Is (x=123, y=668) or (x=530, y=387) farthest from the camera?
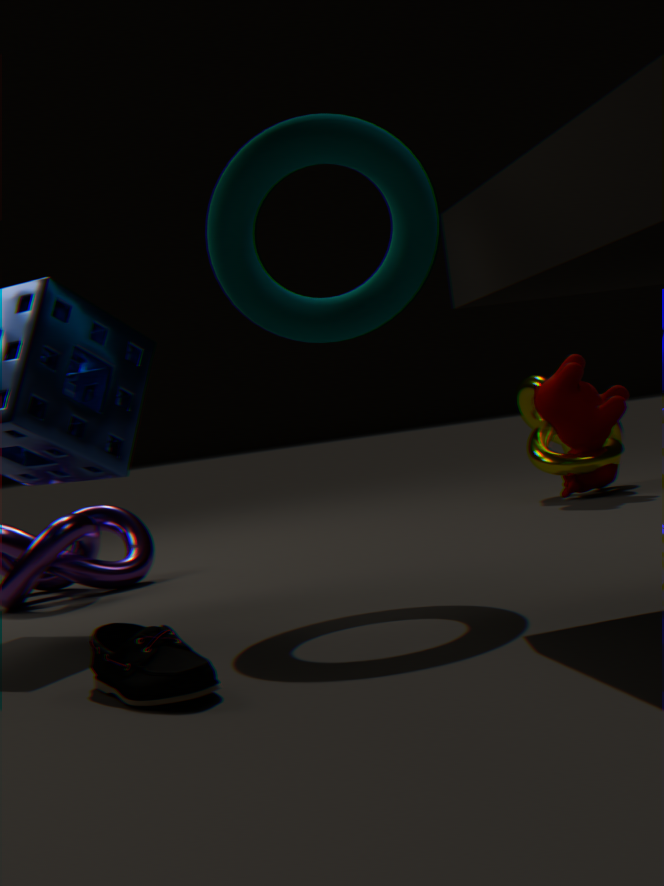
(x=530, y=387)
